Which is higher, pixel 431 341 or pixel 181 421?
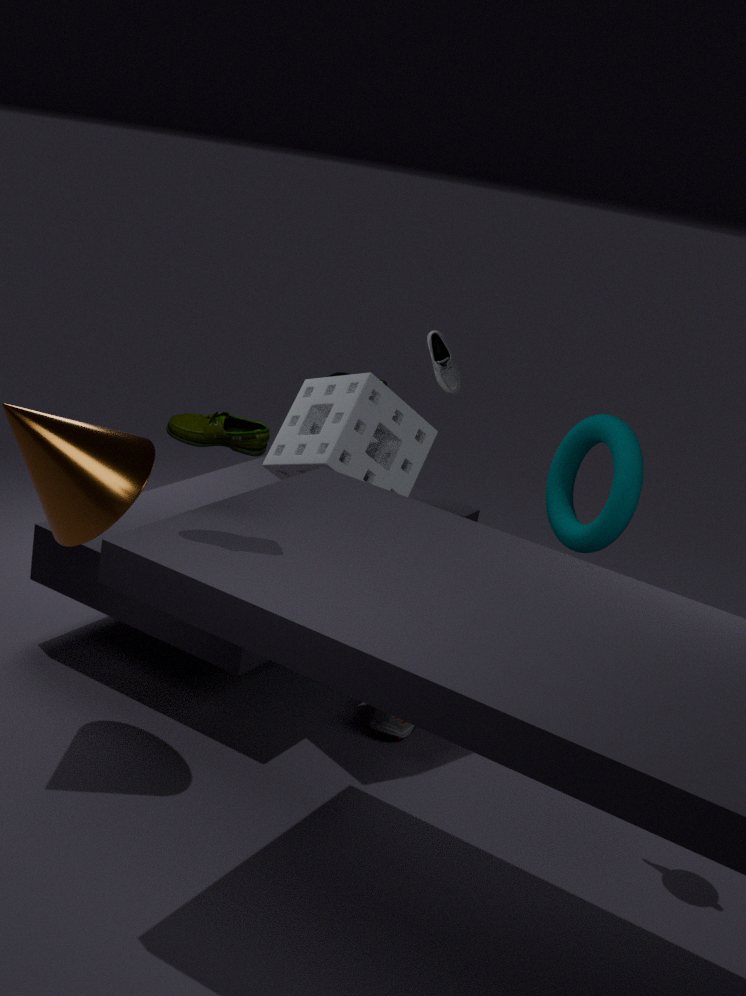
pixel 181 421
